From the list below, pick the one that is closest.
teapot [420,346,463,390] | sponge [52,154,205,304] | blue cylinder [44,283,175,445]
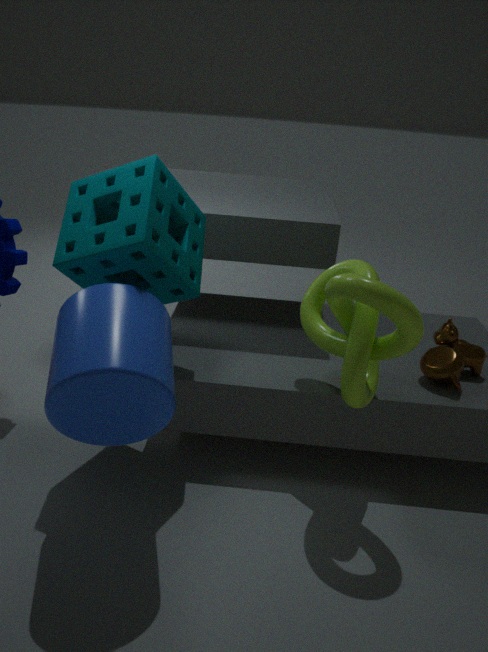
blue cylinder [44,283,175,445]
